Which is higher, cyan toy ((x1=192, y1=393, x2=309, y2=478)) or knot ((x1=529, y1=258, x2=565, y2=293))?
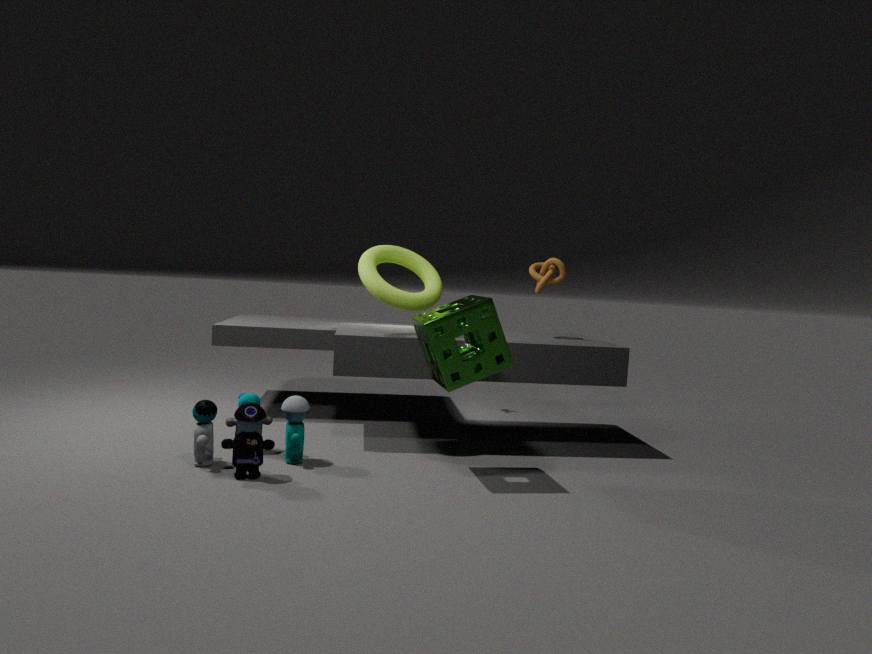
knot ((x1=529, y1=258, x2=565, y2=293))
